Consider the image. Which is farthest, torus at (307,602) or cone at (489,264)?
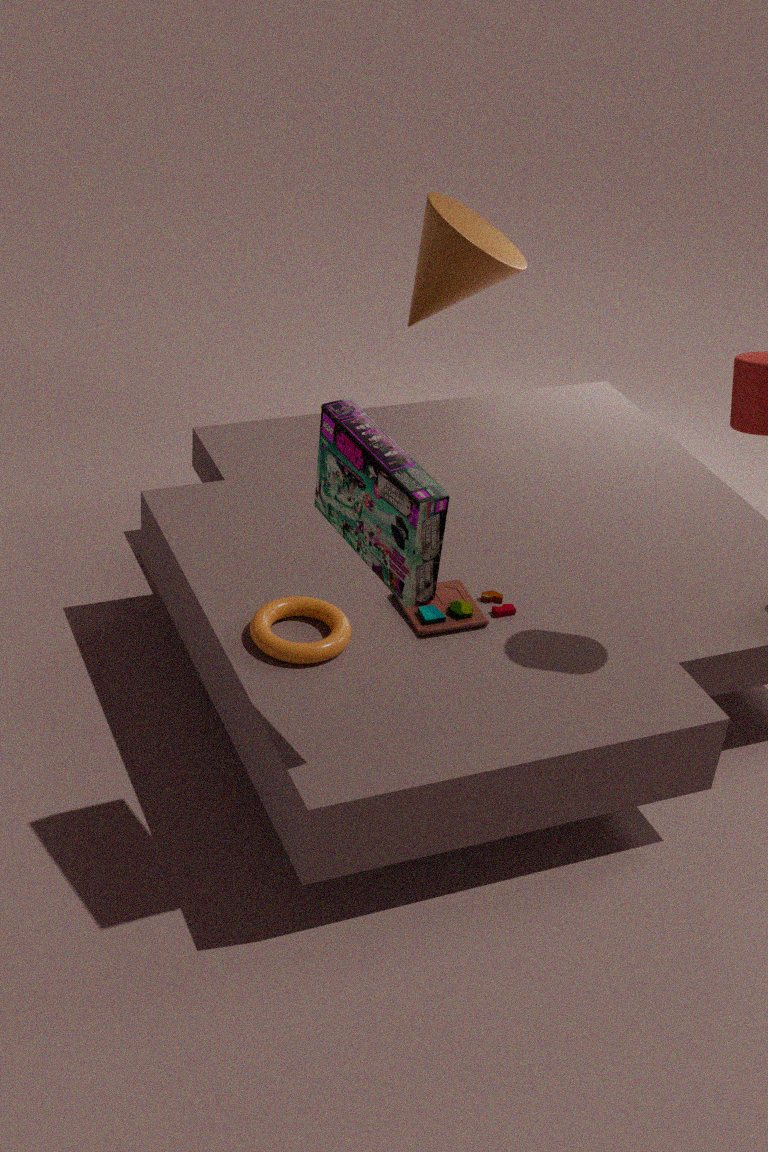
cone at (489,264)
